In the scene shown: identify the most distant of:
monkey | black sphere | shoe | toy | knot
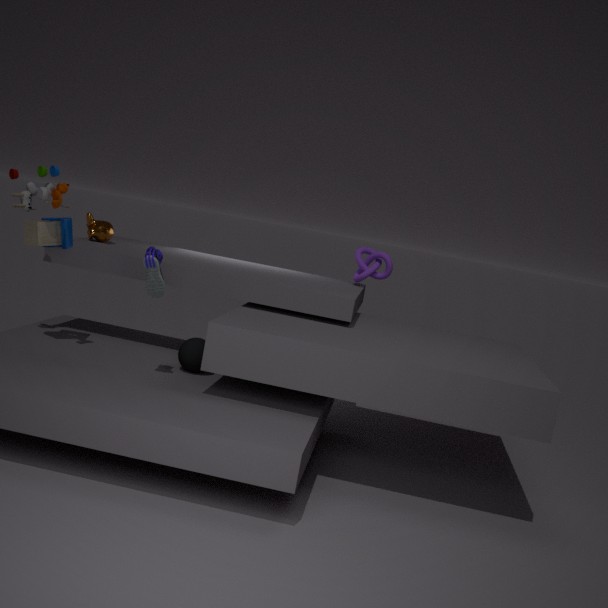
knot
